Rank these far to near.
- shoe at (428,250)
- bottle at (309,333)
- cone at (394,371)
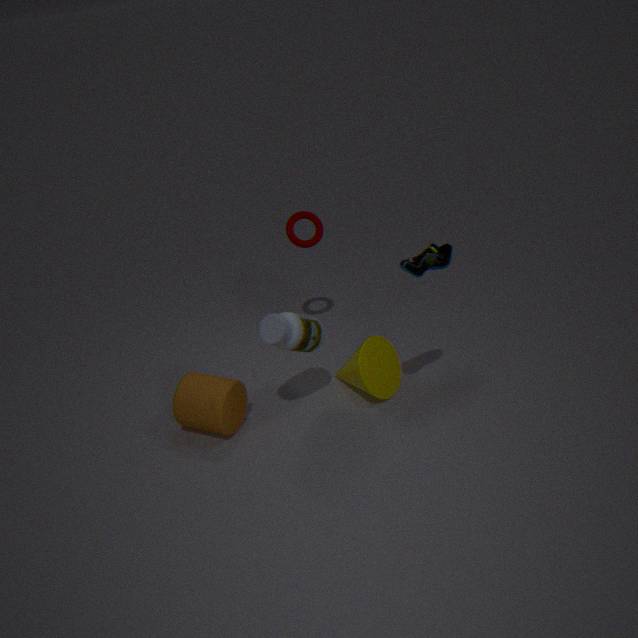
cone at (394,371)
bottle at (309,333)
shoe at (428,250)
